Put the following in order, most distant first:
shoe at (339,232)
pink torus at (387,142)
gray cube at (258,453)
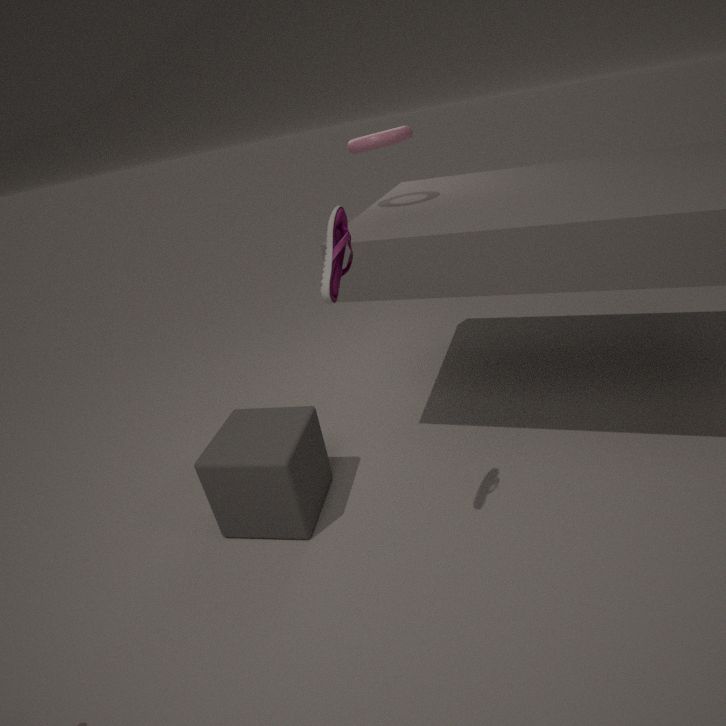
pink torus at (387,142) → gray cube at (258,453) → shoe at (339,232)
